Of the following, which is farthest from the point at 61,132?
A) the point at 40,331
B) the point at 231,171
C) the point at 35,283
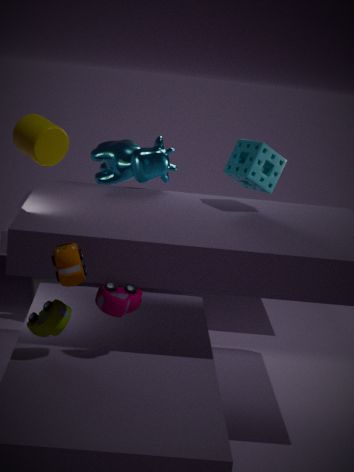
the point at 35,283
